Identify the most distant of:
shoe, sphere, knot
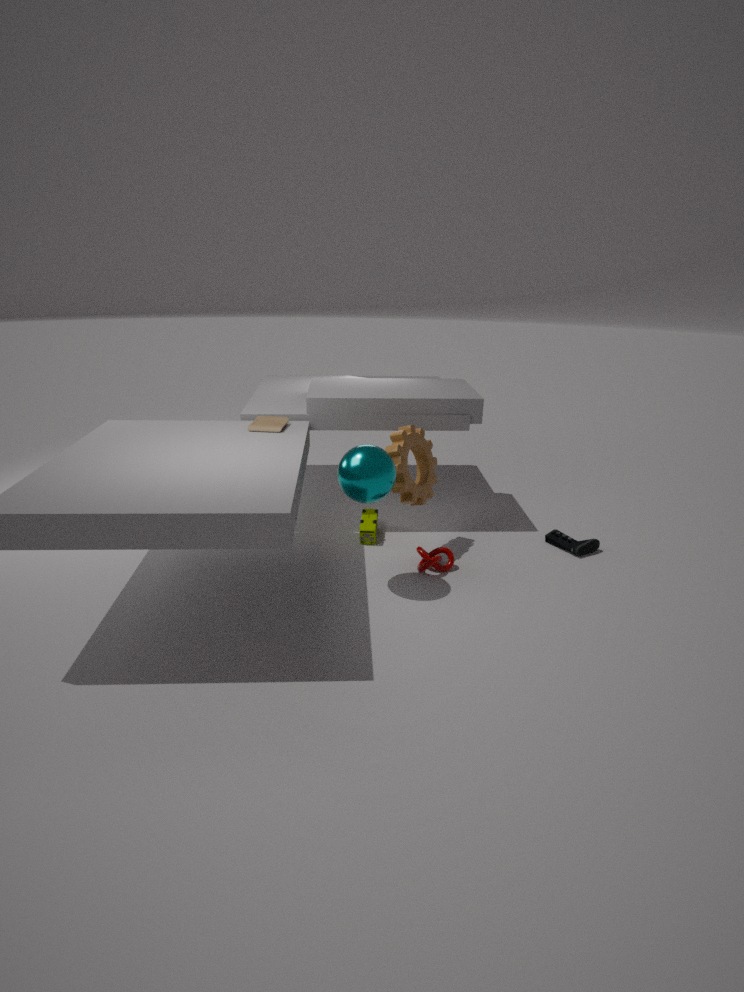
shoe
